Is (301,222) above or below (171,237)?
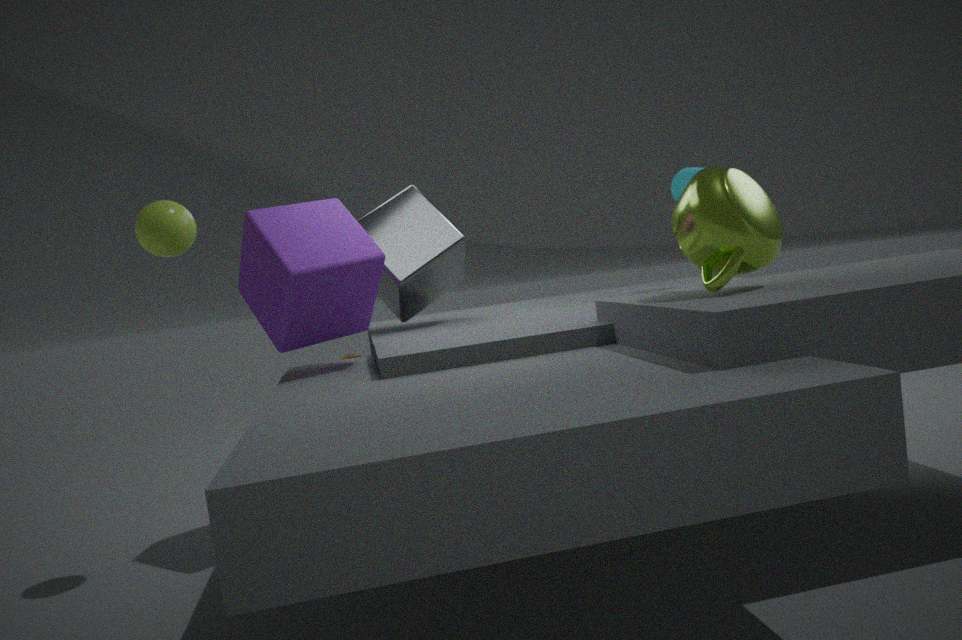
below
